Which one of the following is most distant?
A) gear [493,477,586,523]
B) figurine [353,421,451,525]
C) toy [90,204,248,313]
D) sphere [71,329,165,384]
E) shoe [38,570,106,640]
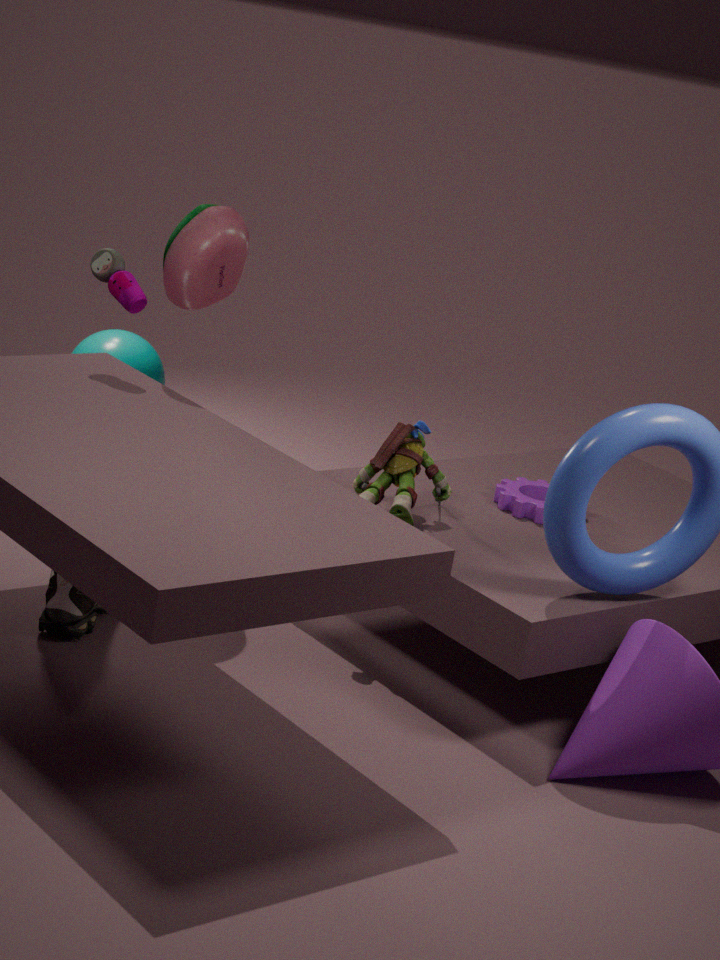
sphere [71,329,165,384]
